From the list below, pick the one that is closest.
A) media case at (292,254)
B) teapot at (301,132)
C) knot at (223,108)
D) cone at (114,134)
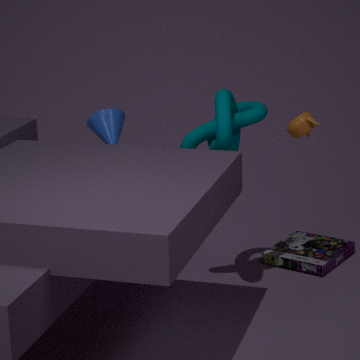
knot at (223,108)
